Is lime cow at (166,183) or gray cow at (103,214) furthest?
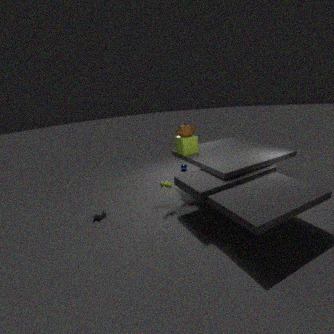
gray cow at (103,214)
